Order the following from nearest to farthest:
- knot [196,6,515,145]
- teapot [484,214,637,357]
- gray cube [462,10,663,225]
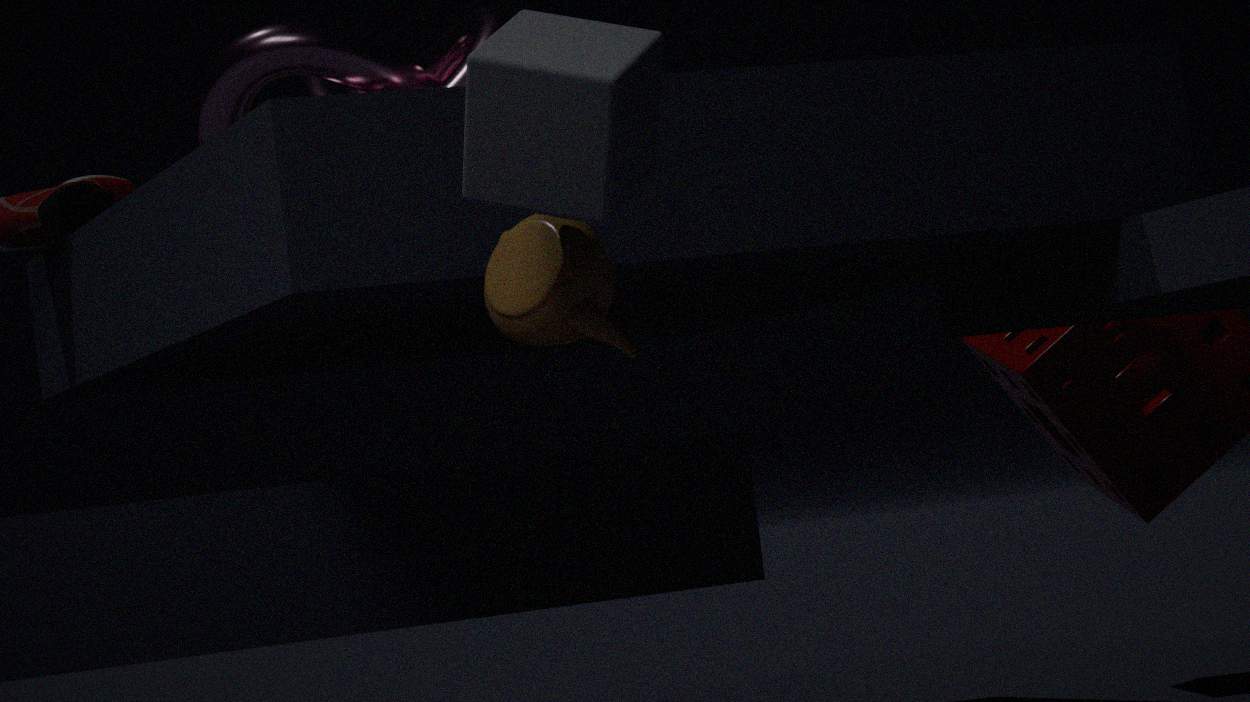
gray cube [462,10,663,225]
teapot [484,214,637,357]
knot [196,6,515,145]
